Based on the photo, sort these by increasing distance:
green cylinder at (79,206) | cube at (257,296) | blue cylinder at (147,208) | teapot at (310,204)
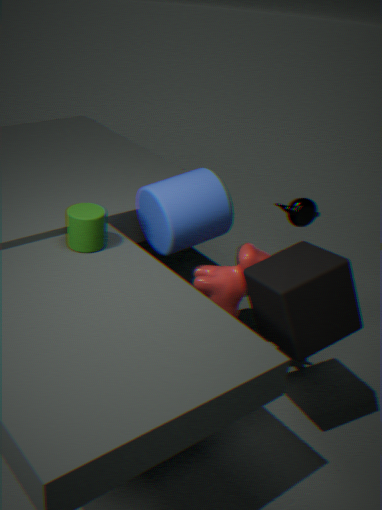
cube at (257,296) → green cylinder at (79,206) → blue cylinder at (147,208) → teapot at (310,204)
